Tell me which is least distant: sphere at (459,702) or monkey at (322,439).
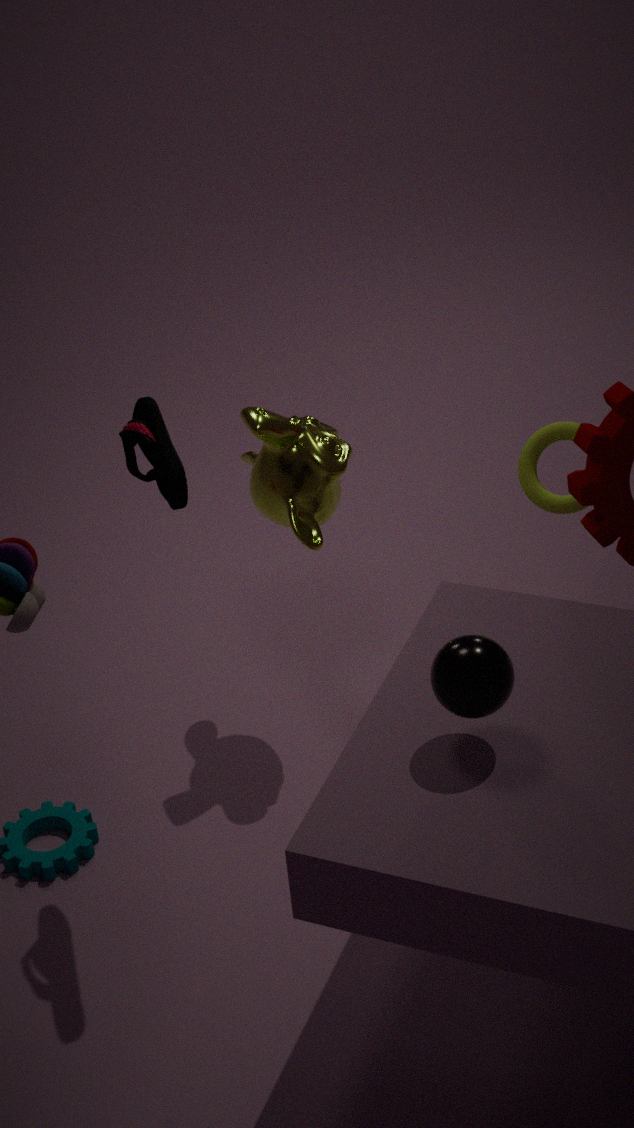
sphere at (459,702)
